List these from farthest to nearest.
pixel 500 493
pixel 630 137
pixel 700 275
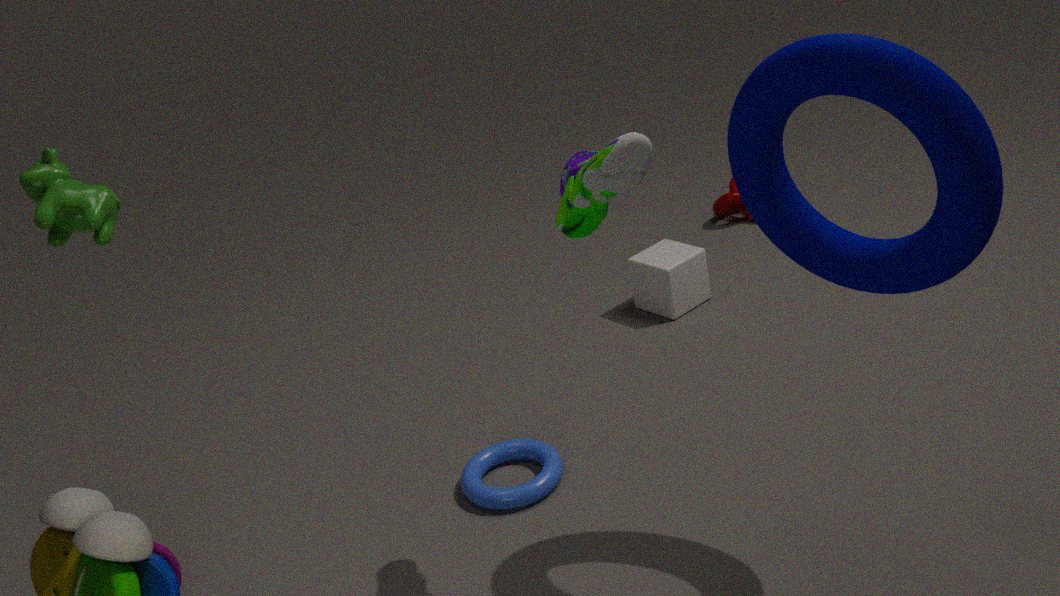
pixel 700 275 < pixel 500 493 < pixel 630 137
